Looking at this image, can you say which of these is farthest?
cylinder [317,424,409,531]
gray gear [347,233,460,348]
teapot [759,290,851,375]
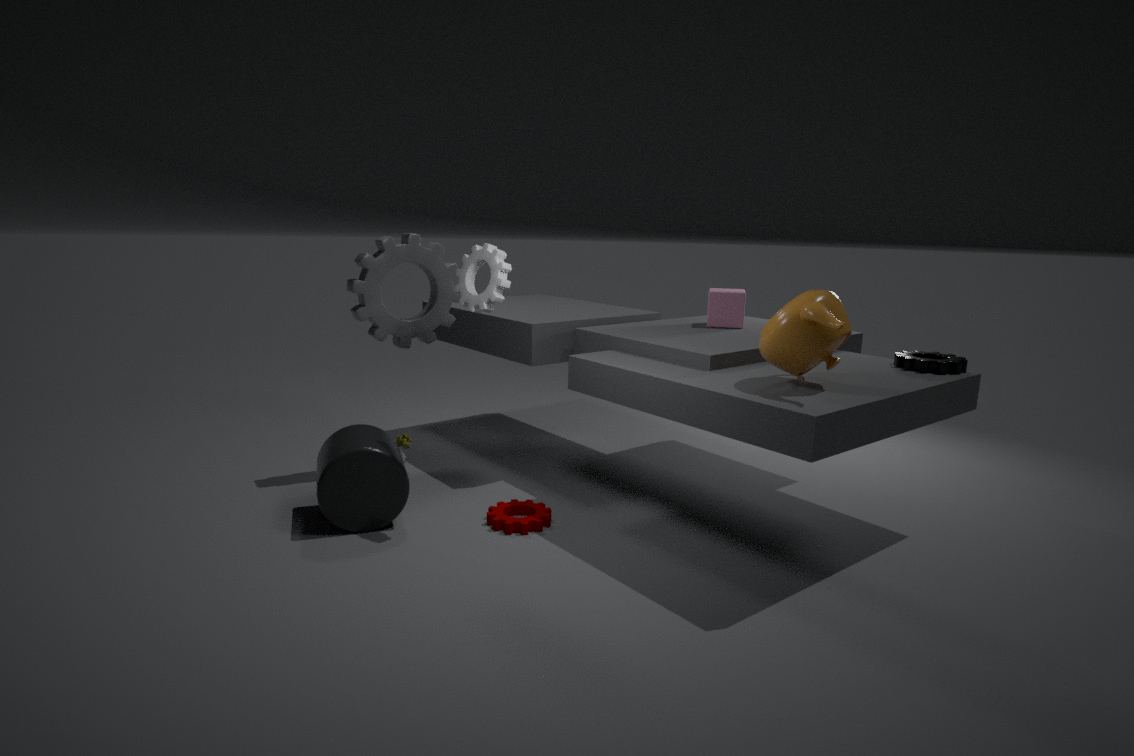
gray gear [347,233,460,348]
